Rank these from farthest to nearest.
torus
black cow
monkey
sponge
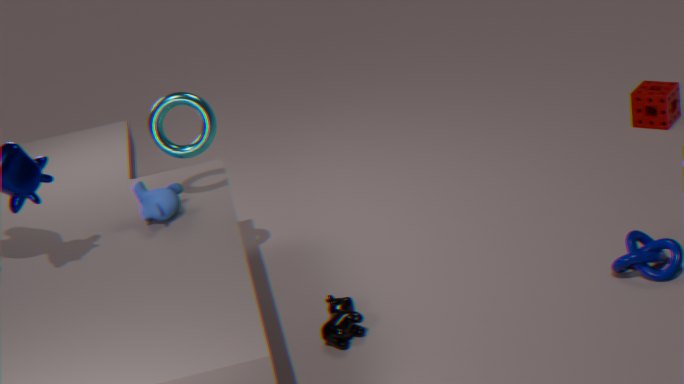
sponge, torus, monkey, black cow
